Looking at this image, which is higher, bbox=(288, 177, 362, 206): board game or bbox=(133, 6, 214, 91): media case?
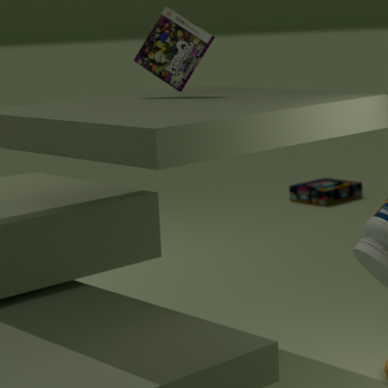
bbox=(133, 6, 214, 91): media case
